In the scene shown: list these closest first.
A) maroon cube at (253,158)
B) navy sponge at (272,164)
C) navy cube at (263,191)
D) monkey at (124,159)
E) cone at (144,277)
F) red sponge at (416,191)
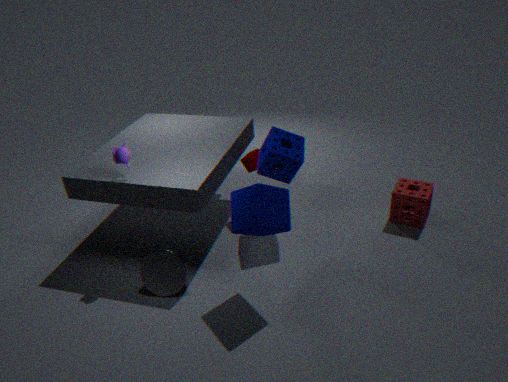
navy cube at (263,191), monkey at (124,159), cone at (144,277), navy sponge at (272,164), red sponge at (416,191), maroon cube at (253,158)
